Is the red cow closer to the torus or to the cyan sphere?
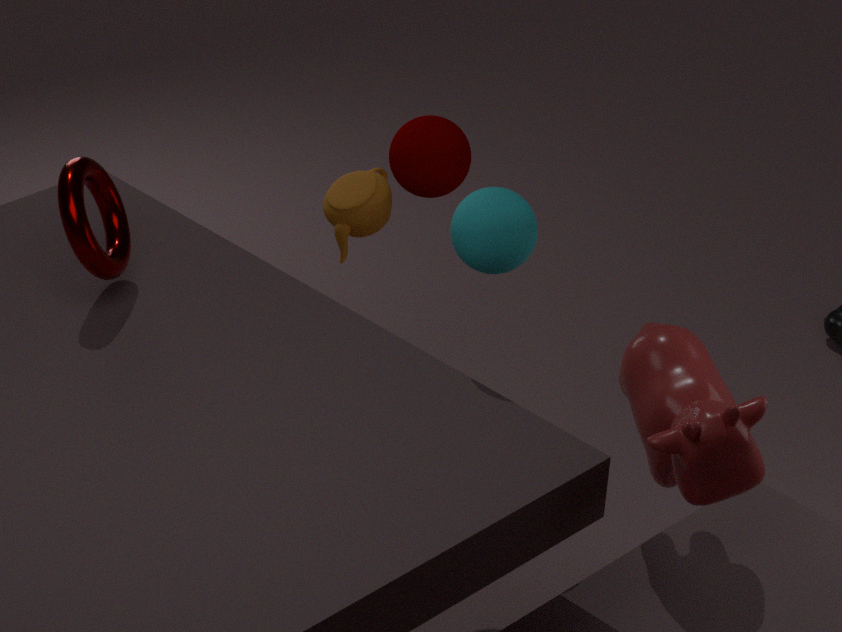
the cyan sphere
